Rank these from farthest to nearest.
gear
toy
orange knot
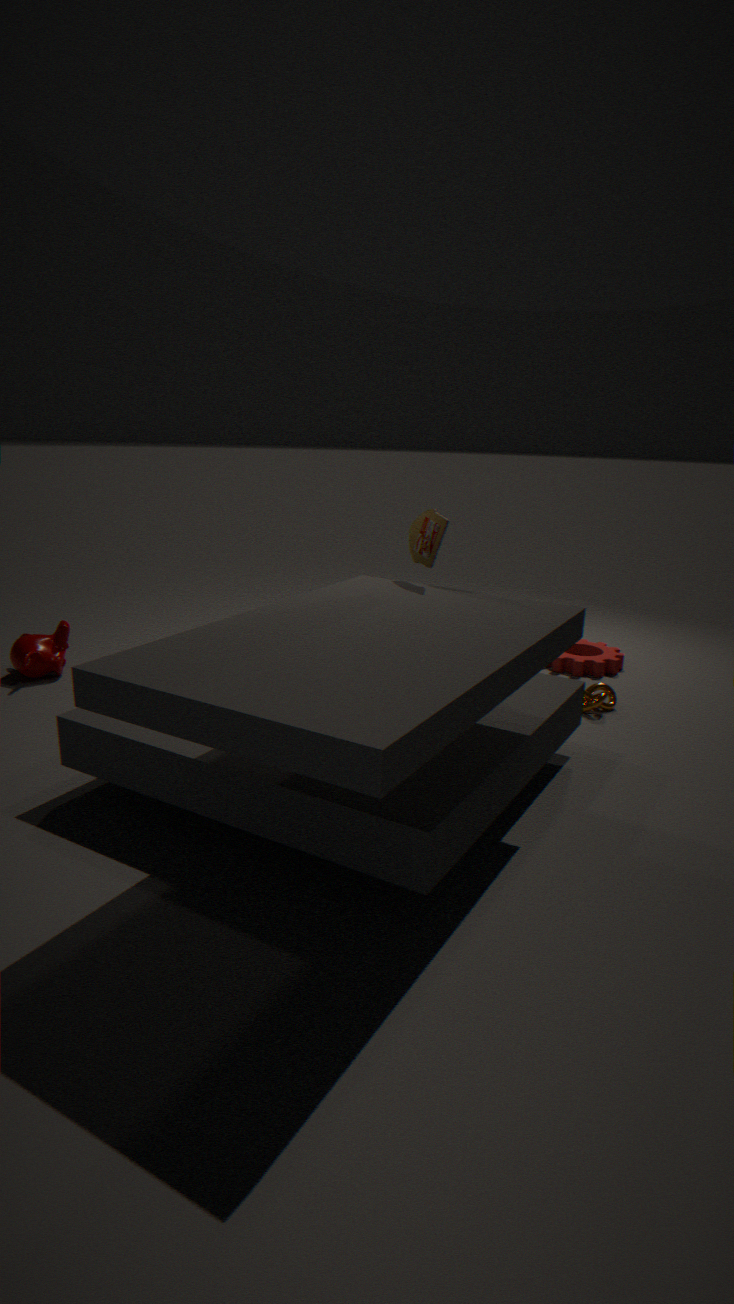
gear
orange knot
toy
